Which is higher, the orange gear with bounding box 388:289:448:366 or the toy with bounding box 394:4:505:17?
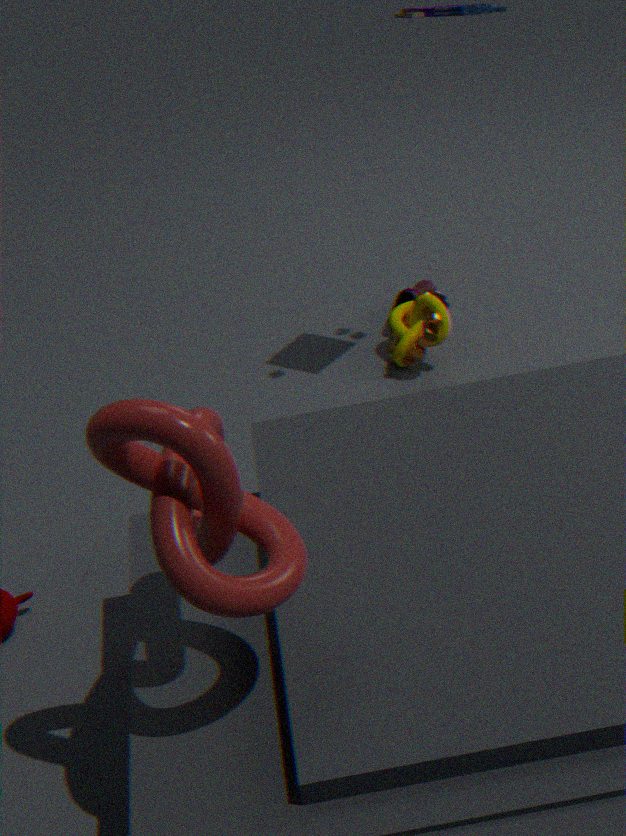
the toy with bounding box 394:4:505:17
